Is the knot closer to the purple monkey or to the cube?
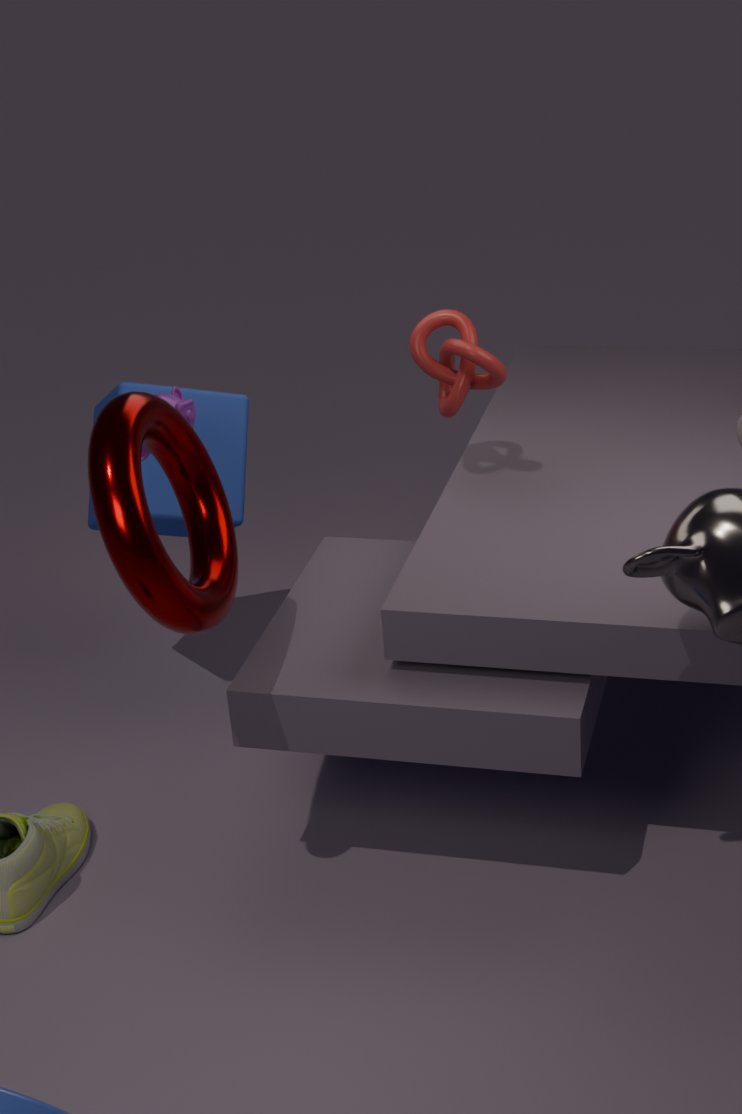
the cube
